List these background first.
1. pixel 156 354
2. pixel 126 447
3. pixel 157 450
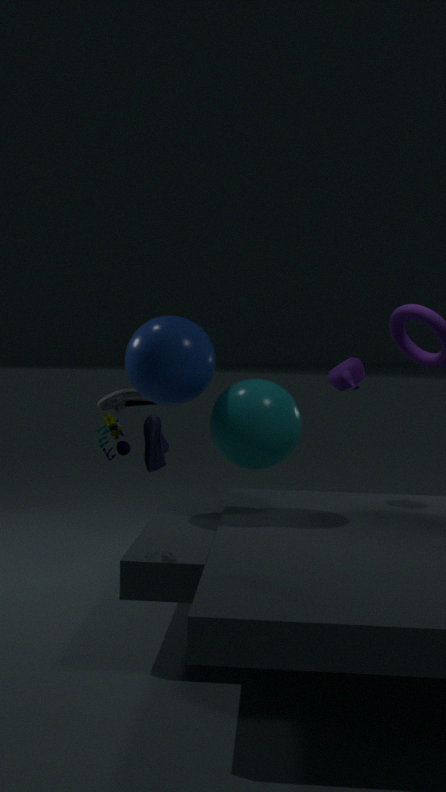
pixel 157 450
pixel 156 354
pixel 126 447
